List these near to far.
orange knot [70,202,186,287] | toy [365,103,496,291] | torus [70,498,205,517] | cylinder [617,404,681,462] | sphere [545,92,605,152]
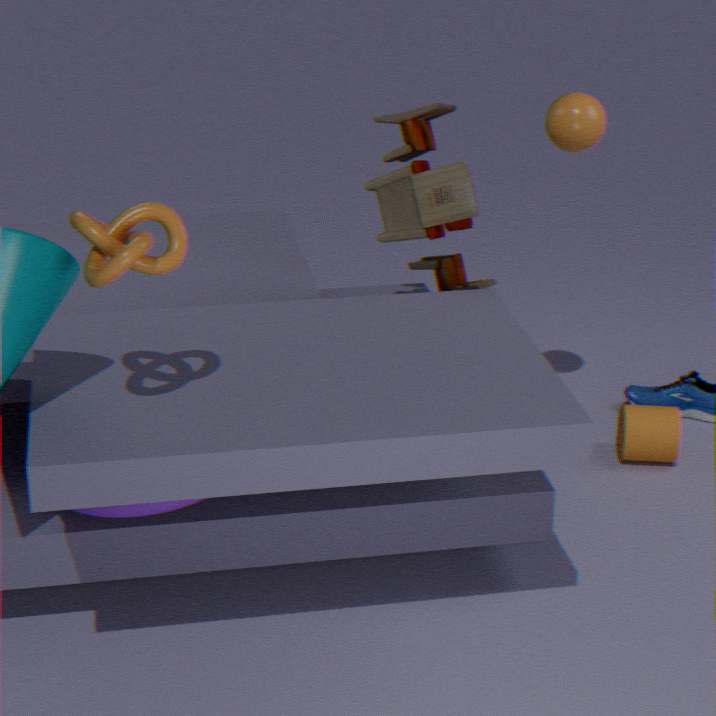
orange knot [70,202,186,287]
torus [70,498,205,517]
toy [365,103,496,291]
sphere [545,92,605,152]
cylinder [617,404,681,462]
